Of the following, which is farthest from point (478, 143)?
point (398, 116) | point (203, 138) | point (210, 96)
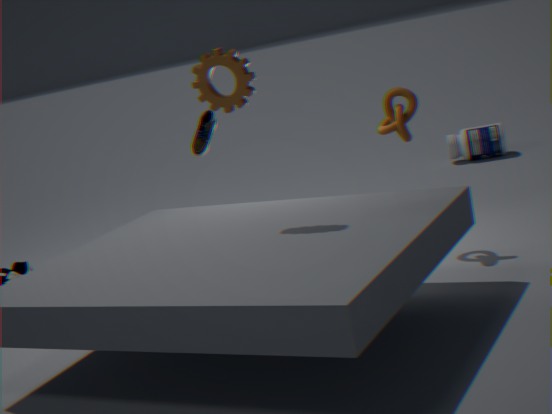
point (210, 96)
